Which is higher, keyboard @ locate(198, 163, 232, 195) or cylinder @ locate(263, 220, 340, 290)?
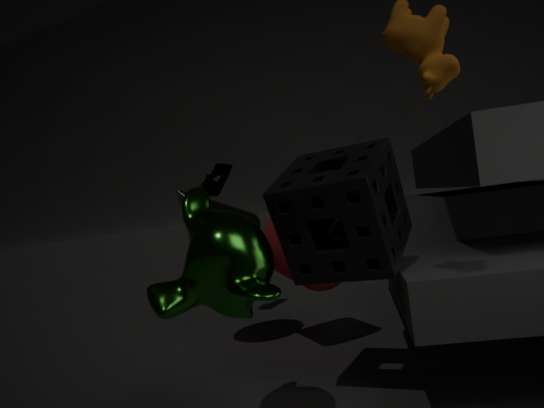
keyboard @ locate(198, 163, 232, 195)
